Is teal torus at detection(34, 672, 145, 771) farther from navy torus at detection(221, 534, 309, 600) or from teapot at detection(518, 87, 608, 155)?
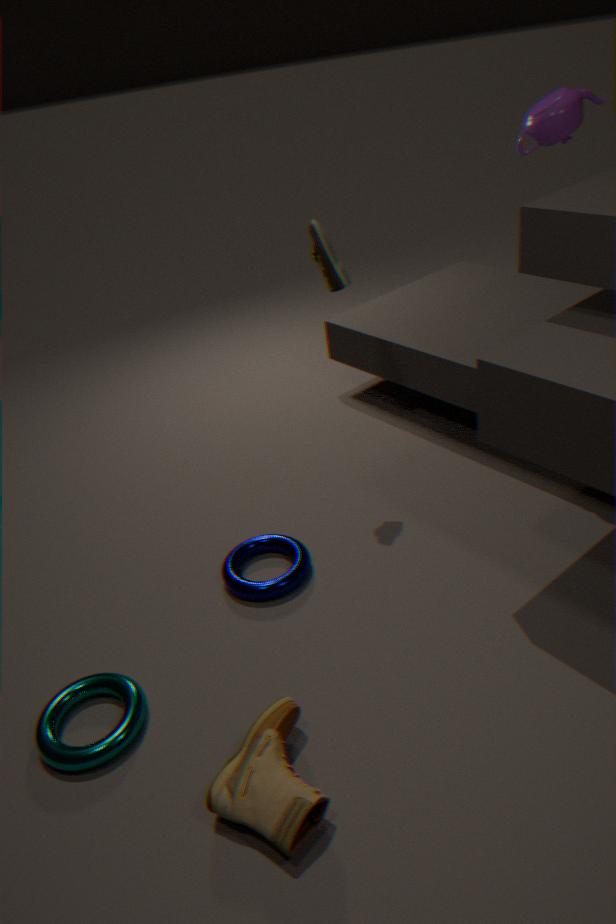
teapot at detection(518, 87, 608, 155)
